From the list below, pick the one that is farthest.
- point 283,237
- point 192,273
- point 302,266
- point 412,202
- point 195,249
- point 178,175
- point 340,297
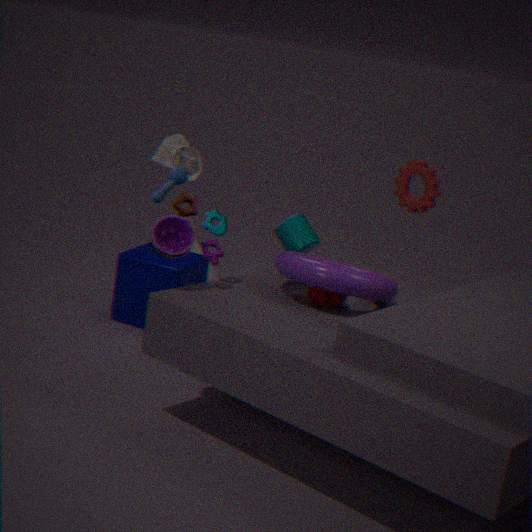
point 195,249
